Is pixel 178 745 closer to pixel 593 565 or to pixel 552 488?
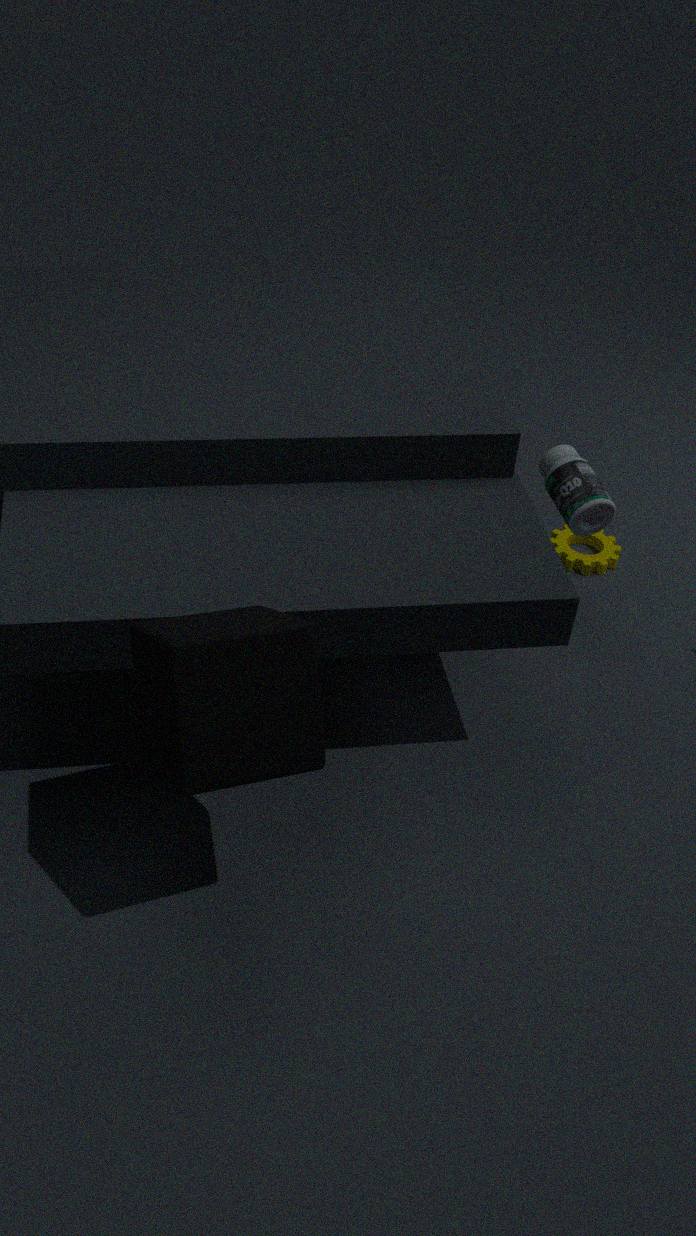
pixel 552 488
